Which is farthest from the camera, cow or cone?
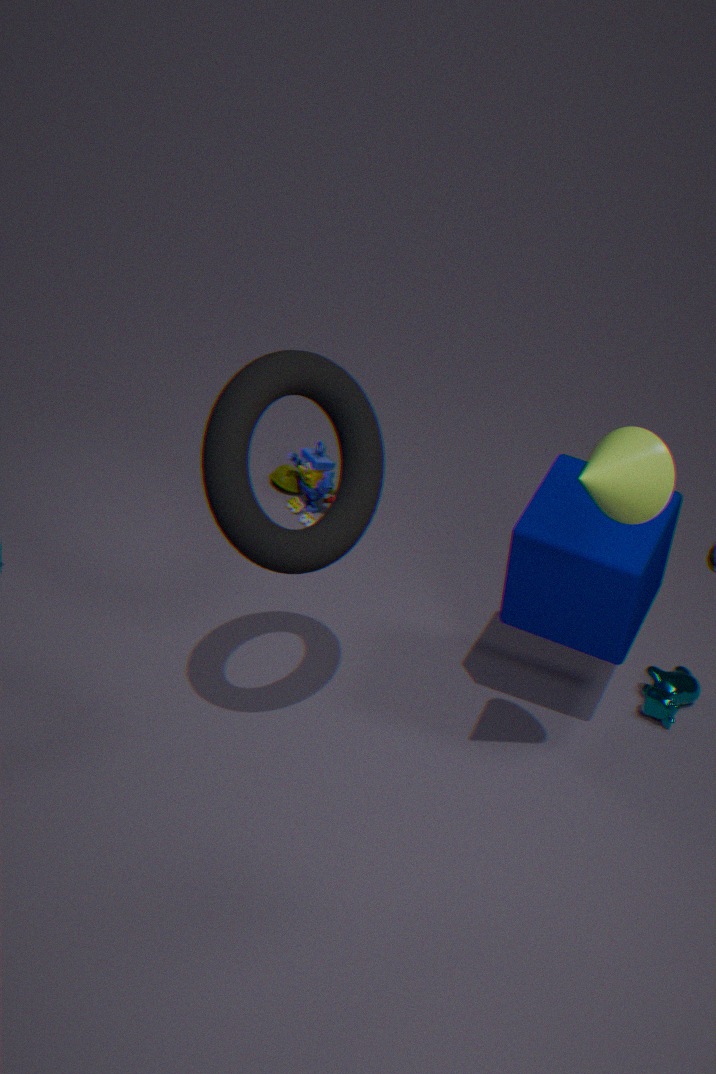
cow
